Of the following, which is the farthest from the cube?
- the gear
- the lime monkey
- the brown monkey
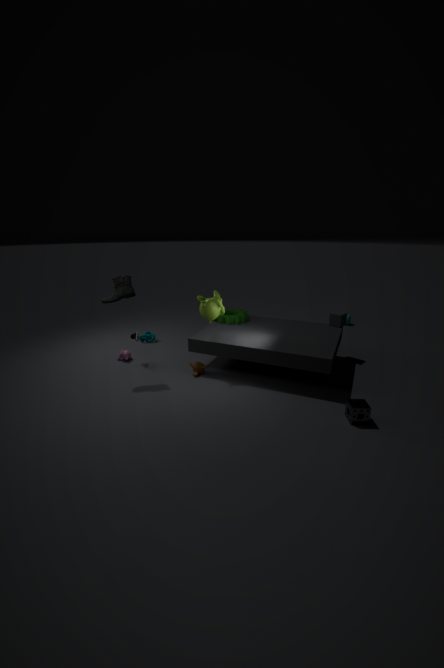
the brown monkey
